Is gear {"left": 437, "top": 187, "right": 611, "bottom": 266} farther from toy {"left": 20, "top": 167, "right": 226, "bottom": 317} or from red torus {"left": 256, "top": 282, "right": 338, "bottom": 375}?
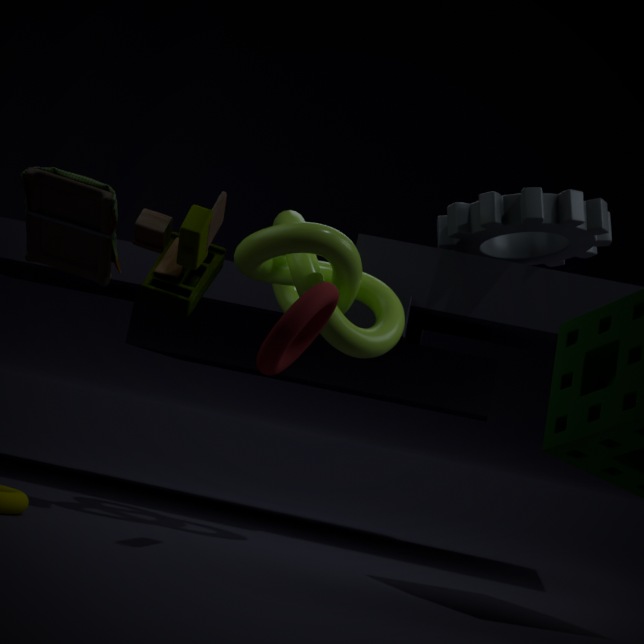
red torus {"left": 256, "top": 282, "right": 338, "bottom": 375}
